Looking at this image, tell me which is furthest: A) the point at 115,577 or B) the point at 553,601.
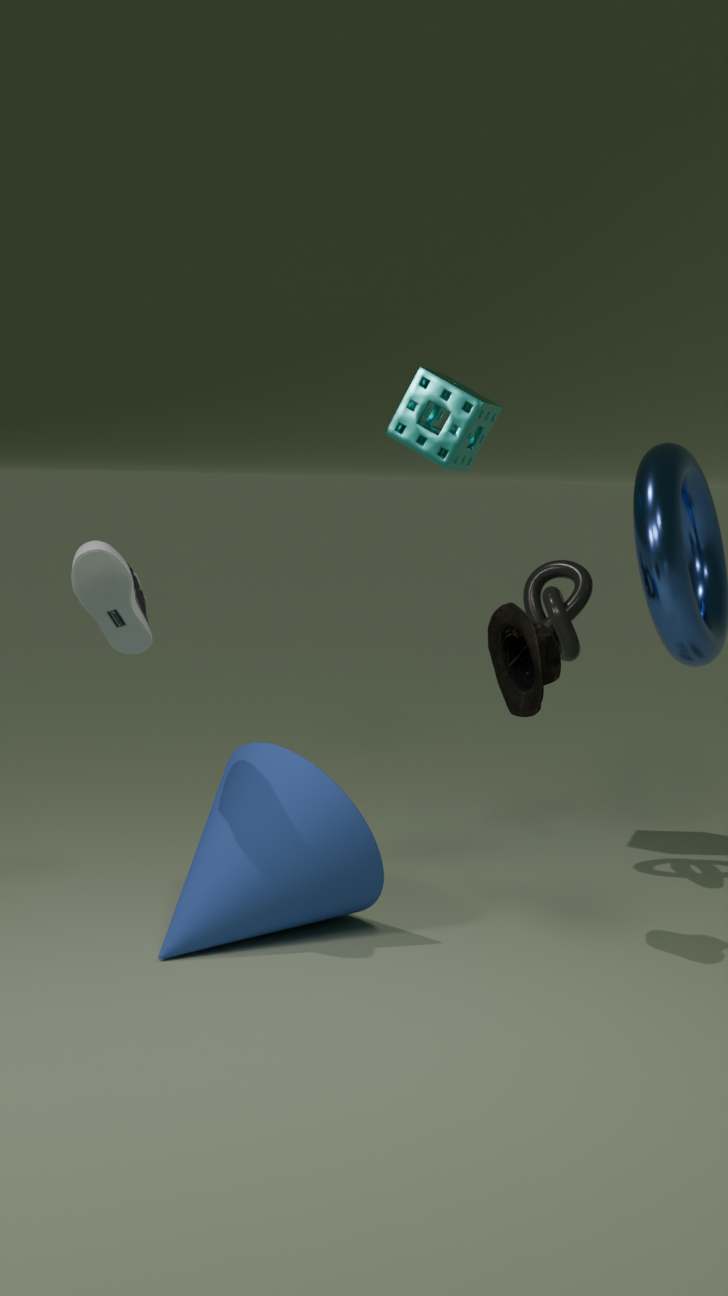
B. the point at 553,601
